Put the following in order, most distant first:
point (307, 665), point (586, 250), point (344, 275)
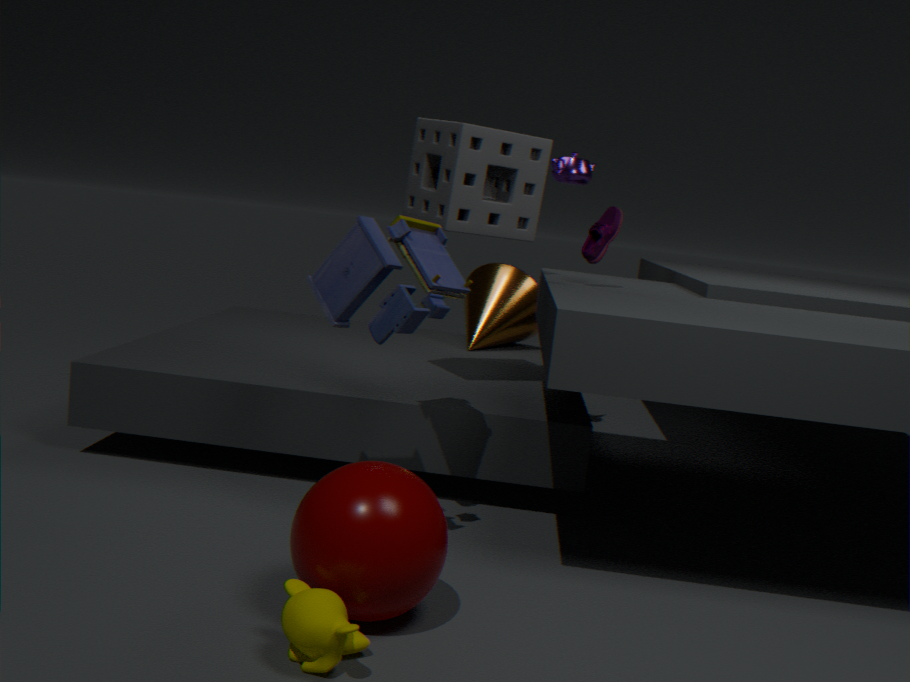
point (586, 250) → point (344, 275) → point (307, 665)
